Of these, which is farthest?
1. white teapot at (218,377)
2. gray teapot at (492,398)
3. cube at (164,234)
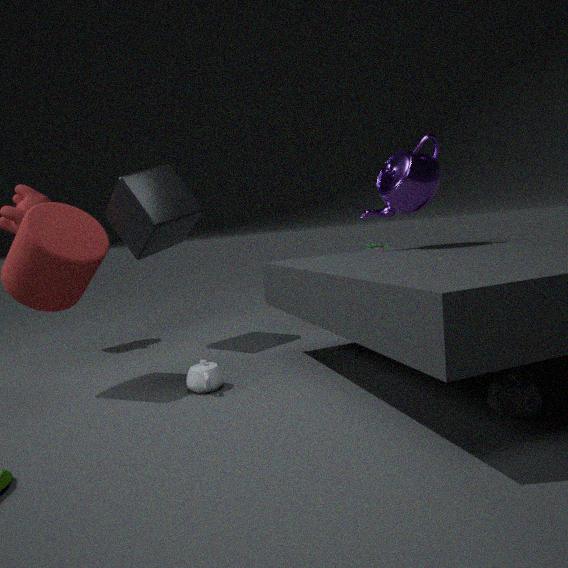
cube at (164,234)
